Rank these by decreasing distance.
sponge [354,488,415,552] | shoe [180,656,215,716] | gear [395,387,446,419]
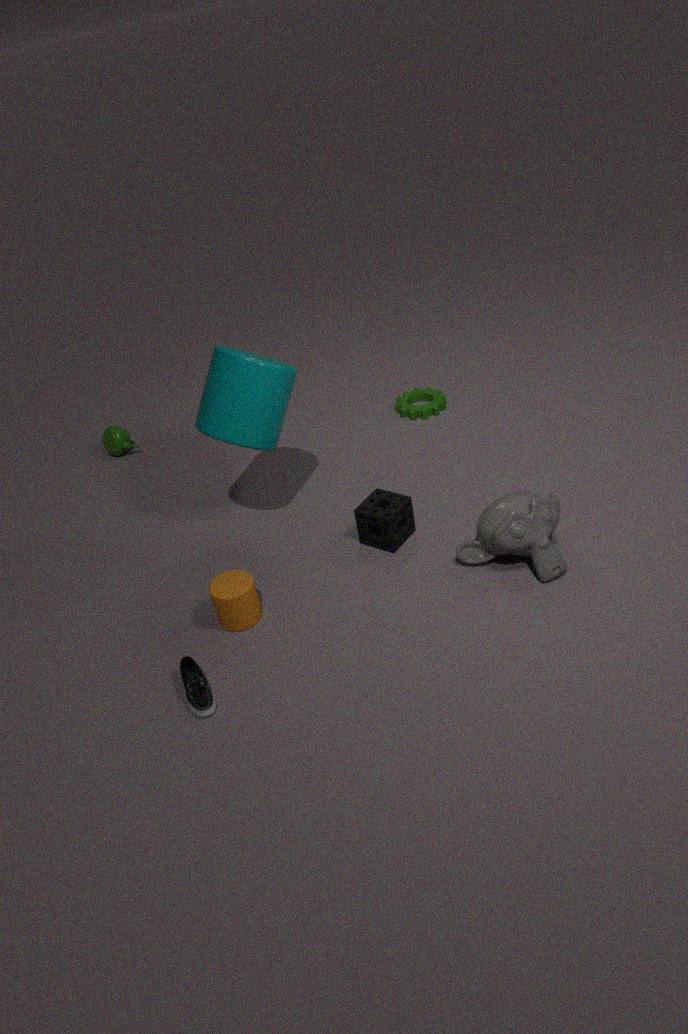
gear [395,387,446,419] → sponge [354,488,415,552] → shoe [180,656,215,716]
